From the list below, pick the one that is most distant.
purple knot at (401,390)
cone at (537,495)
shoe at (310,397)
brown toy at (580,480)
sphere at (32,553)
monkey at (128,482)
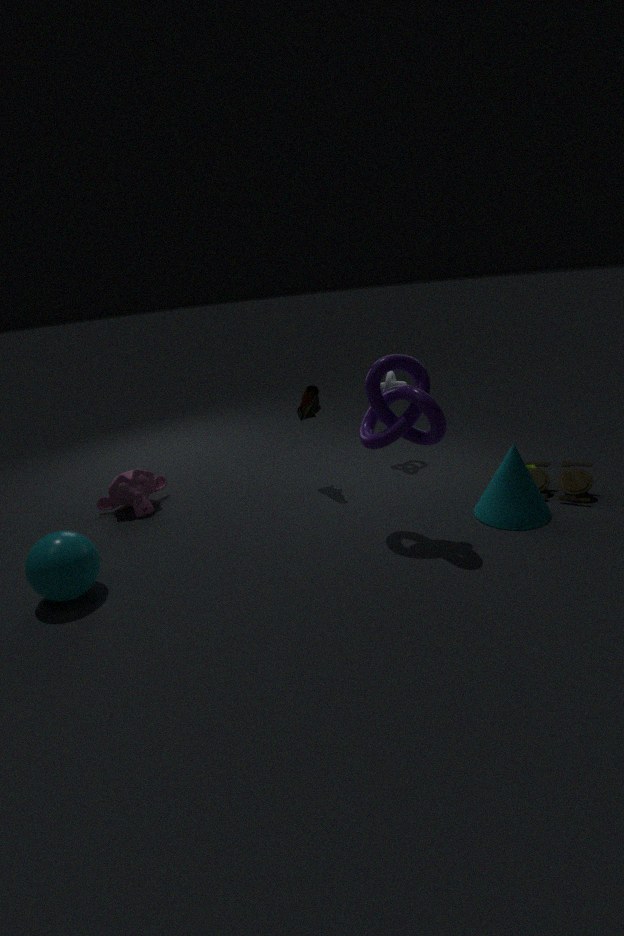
monkey at (128,482)
